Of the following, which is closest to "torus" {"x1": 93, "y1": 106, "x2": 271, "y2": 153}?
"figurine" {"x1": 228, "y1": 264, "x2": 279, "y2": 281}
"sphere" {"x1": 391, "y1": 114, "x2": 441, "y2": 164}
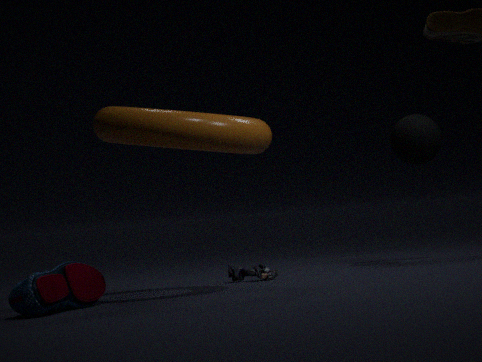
"figurine" {"x1": 228, "y1": 264, "x2": 279, "y2": 281}
